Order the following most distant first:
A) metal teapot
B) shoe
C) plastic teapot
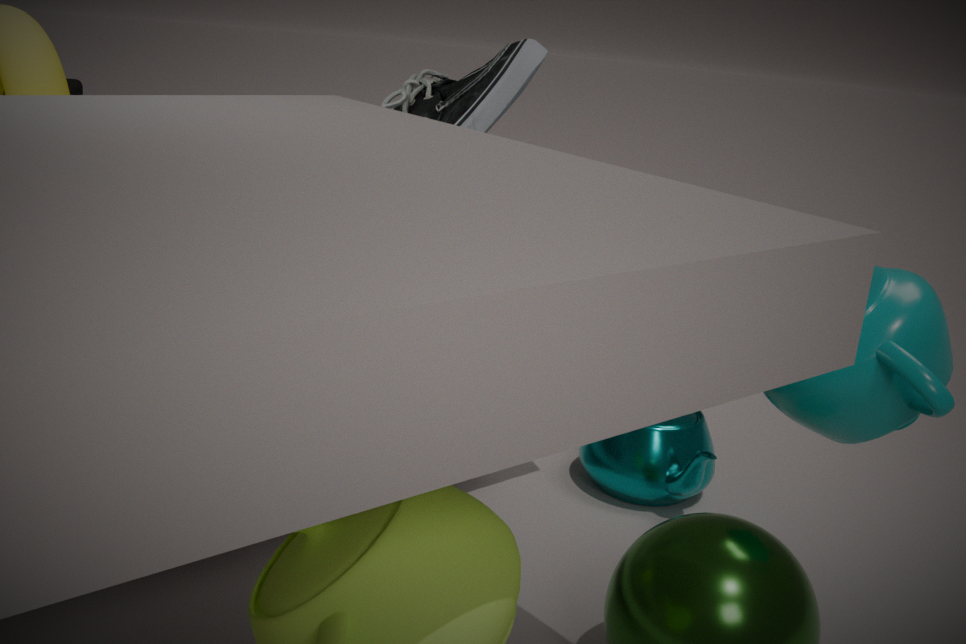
1. metal teapot
2. shoe
3. plastic teapot
